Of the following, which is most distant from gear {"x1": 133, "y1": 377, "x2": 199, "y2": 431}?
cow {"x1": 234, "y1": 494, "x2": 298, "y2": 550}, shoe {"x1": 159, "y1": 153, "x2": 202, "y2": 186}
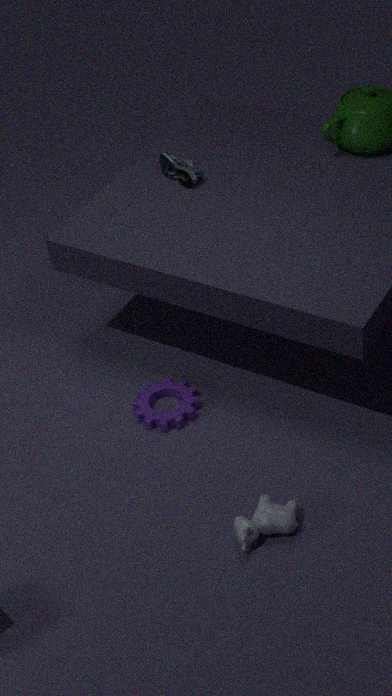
shoe {"x1": 159, "y1": 153, "x2": 202, "y2": 186}
